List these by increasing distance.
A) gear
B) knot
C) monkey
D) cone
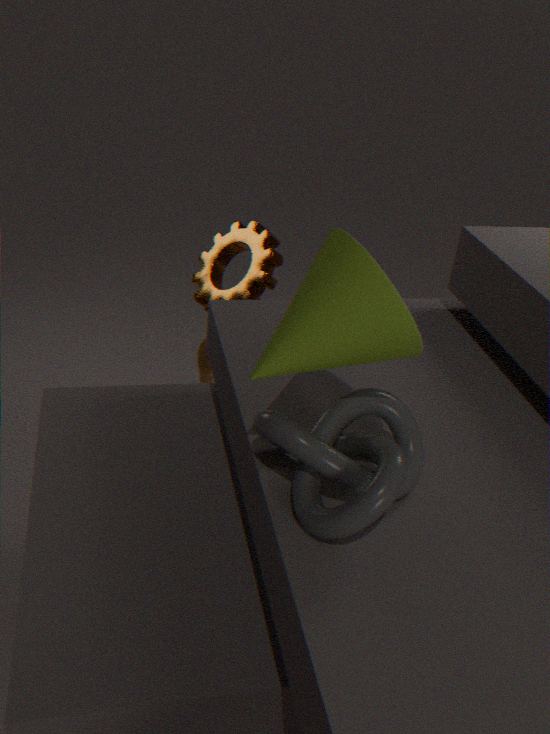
cone → knot → gear → monkey
